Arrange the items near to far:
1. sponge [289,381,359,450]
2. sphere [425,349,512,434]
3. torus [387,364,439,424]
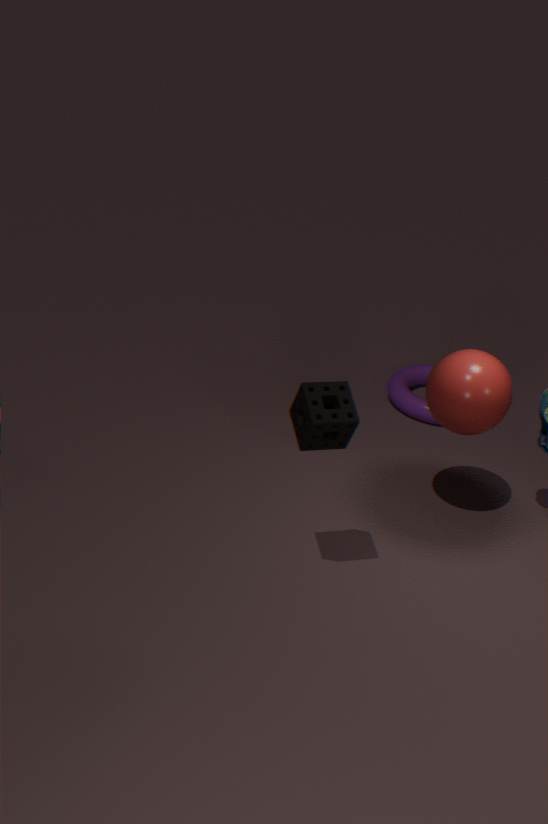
sponge [289,381,359,450]
sphere [425,349,512,434]
torus [387,364,439,424]
